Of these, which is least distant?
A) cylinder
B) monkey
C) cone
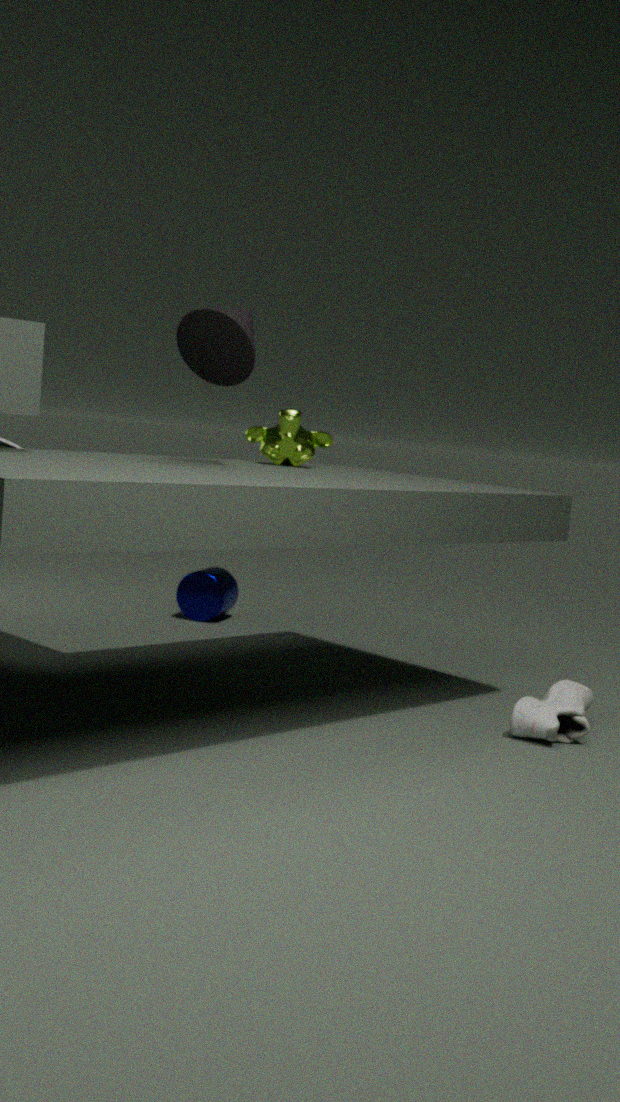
cone
